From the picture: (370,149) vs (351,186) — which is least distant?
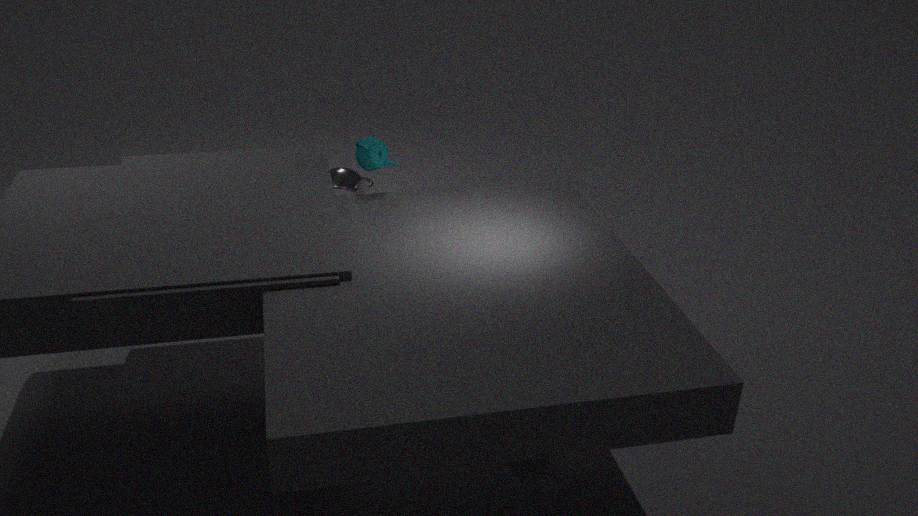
(370,149)
